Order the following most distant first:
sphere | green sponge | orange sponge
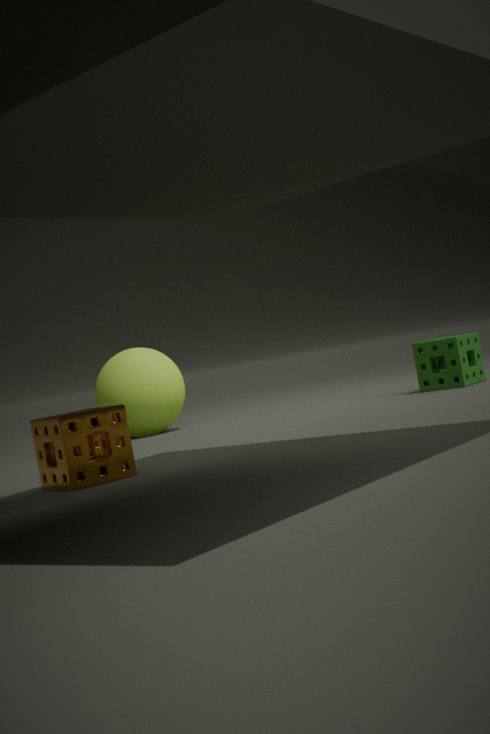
sphere → green sponge → orange sponge
